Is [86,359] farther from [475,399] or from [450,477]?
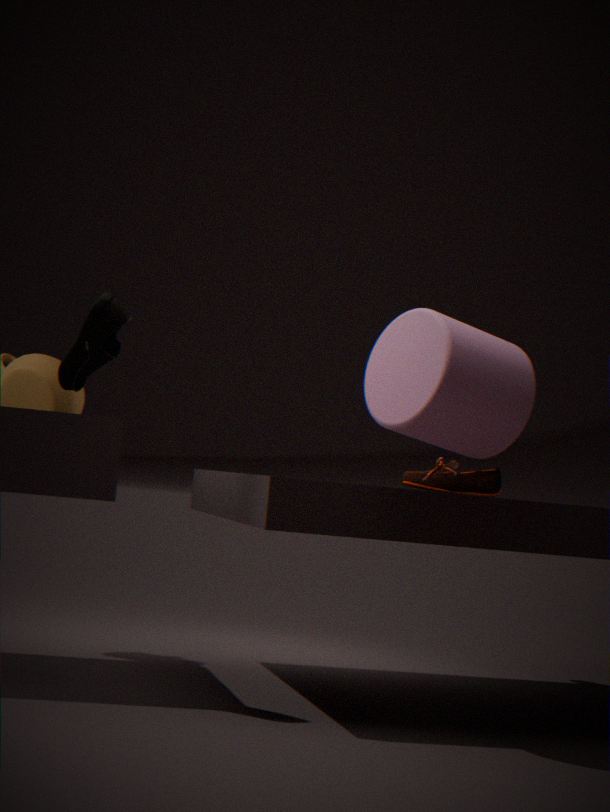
[450,477]
